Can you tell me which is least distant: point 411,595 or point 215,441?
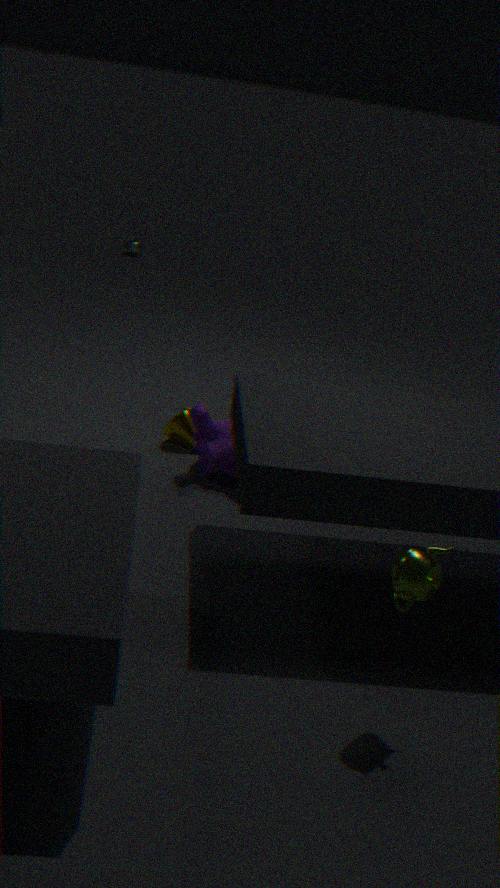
point 411,595
